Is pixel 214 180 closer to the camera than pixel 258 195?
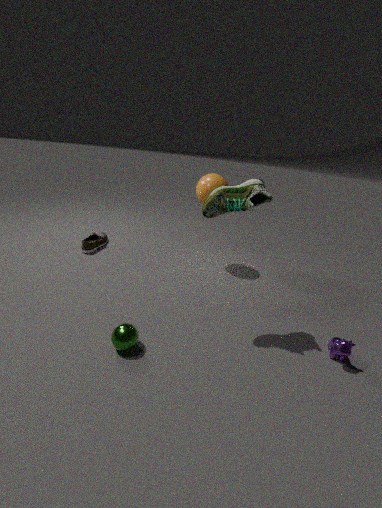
No
